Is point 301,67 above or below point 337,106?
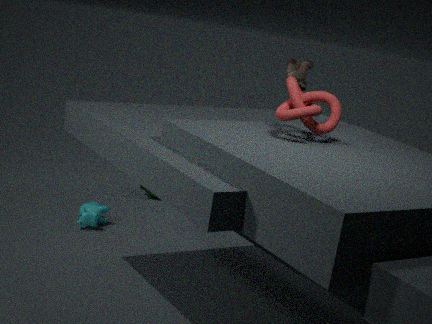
above
